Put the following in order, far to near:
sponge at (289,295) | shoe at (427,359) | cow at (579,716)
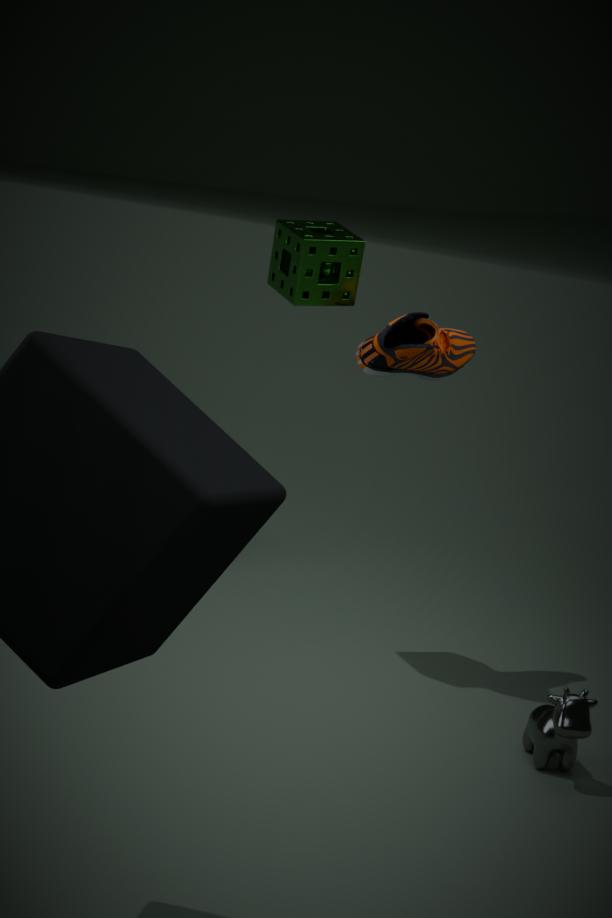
shoe at (427,359) → sponge at (289,295) → cow at (579,716)
